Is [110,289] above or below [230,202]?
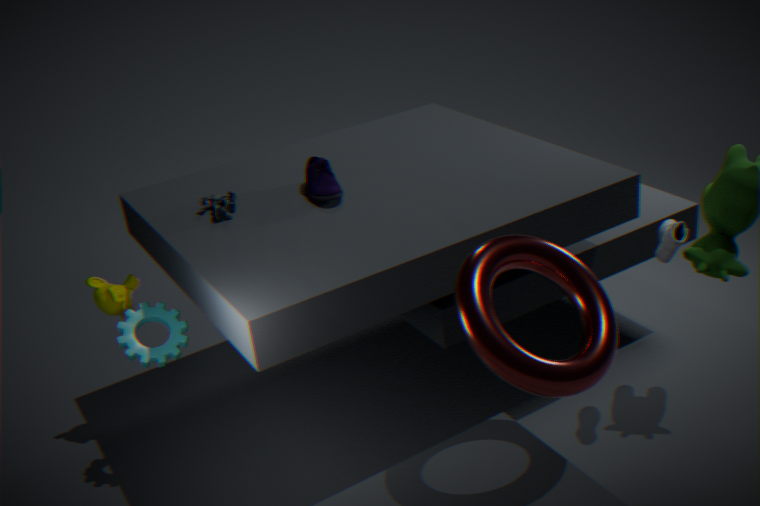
below
